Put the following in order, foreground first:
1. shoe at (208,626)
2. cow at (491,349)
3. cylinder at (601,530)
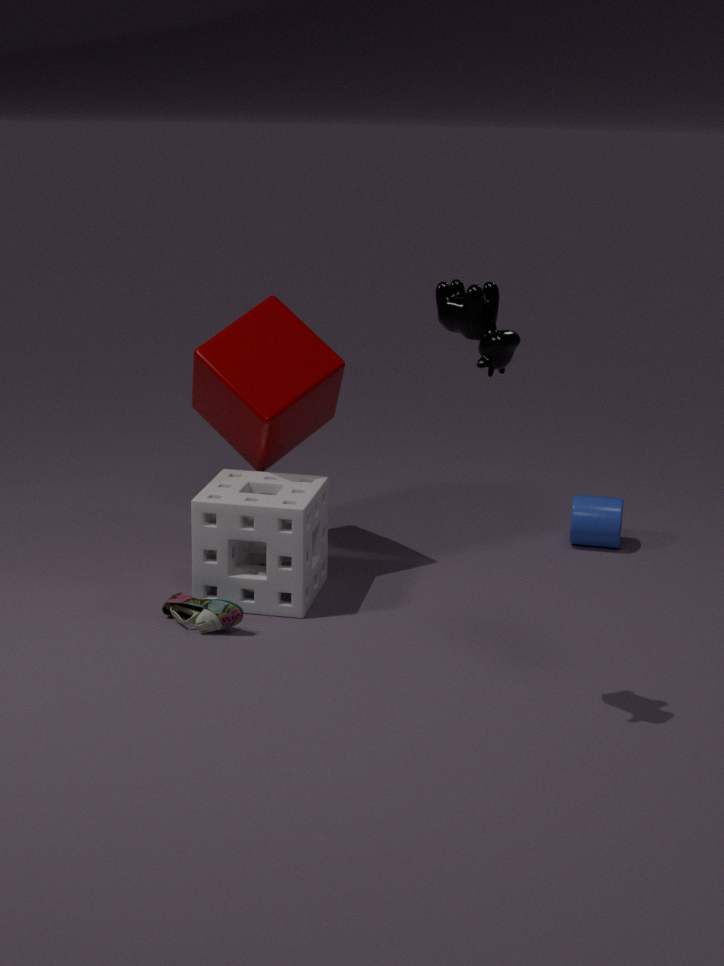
cow at (491,349) < shoe at (208,626) < cylinder at (601,530)
